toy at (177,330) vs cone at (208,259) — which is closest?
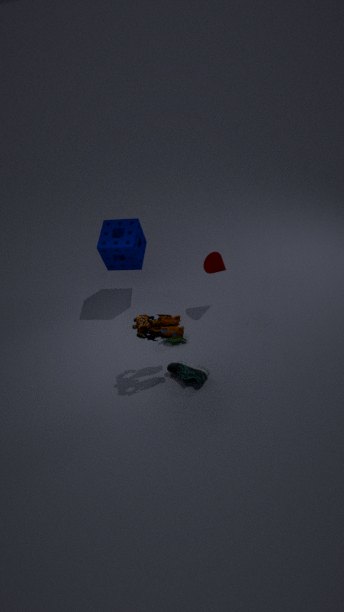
toy at (177,330)
